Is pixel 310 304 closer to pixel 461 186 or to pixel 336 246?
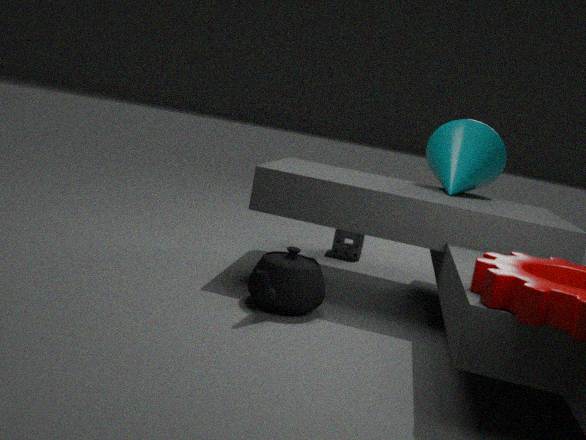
pixel 336 246
